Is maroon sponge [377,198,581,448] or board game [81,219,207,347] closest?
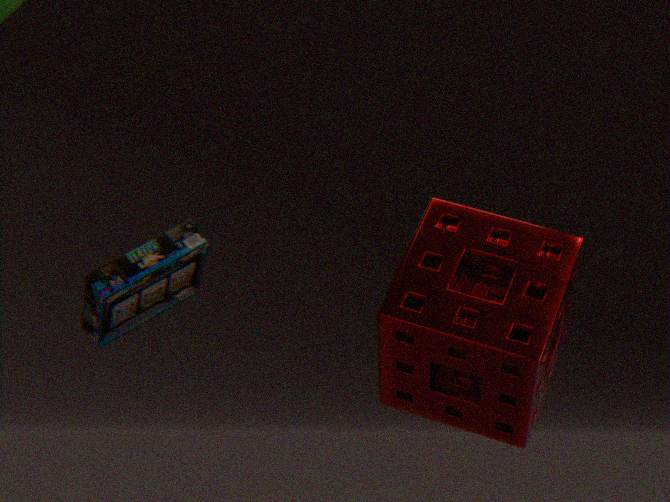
maroon sponge [377,198,581,448]
